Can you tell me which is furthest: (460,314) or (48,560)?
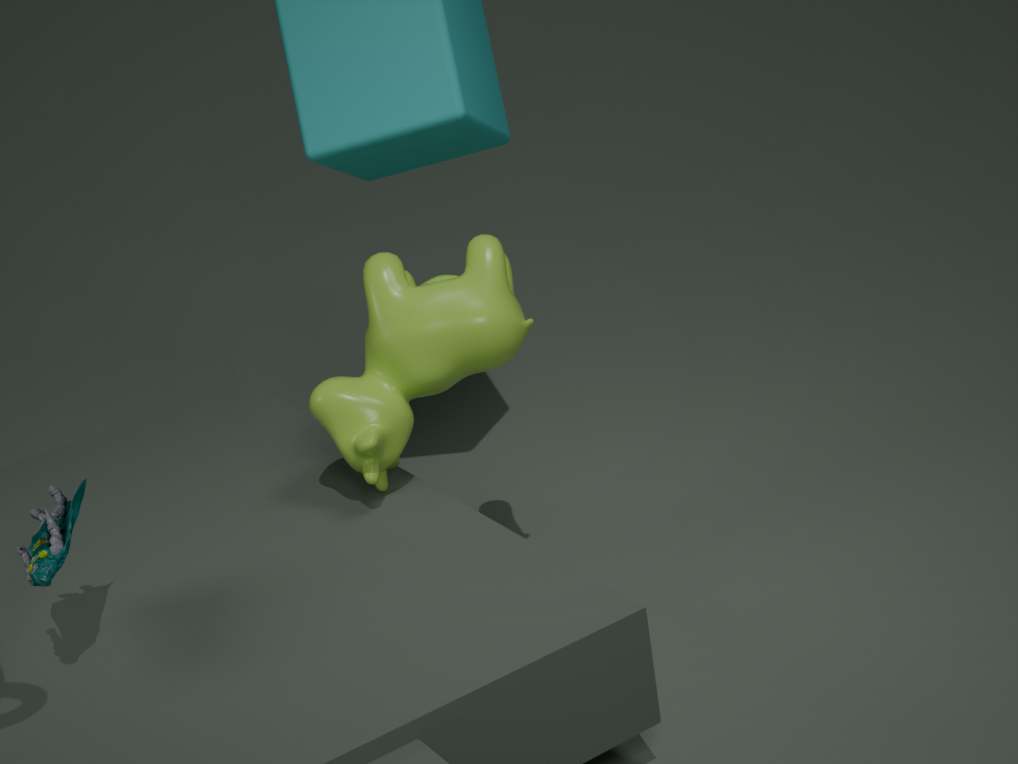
(460,314)
